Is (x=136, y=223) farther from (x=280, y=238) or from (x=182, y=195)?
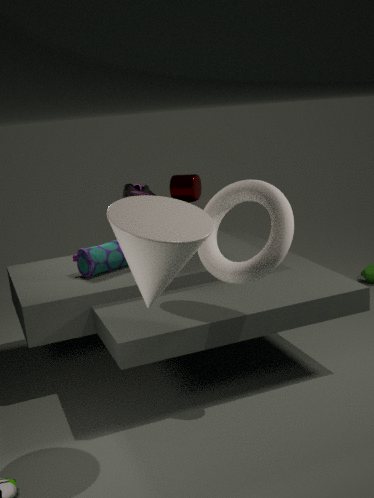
(x=182, y=195)
